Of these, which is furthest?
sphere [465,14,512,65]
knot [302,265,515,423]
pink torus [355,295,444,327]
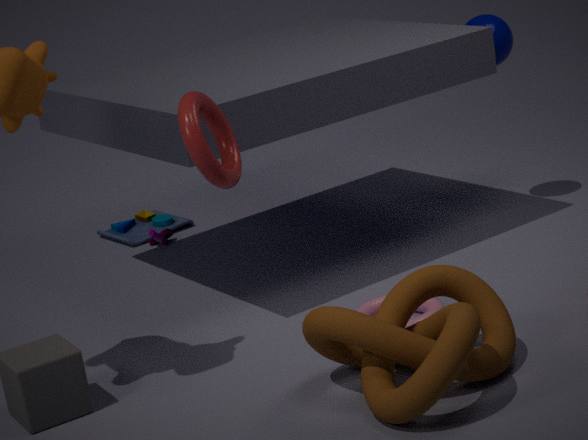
sphere [465,14,512,65]
